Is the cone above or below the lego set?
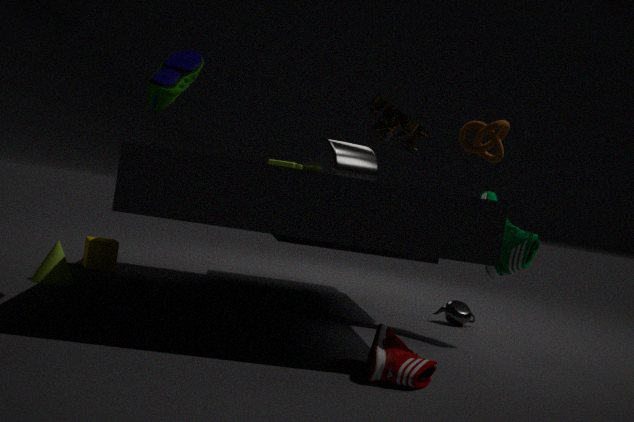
below
